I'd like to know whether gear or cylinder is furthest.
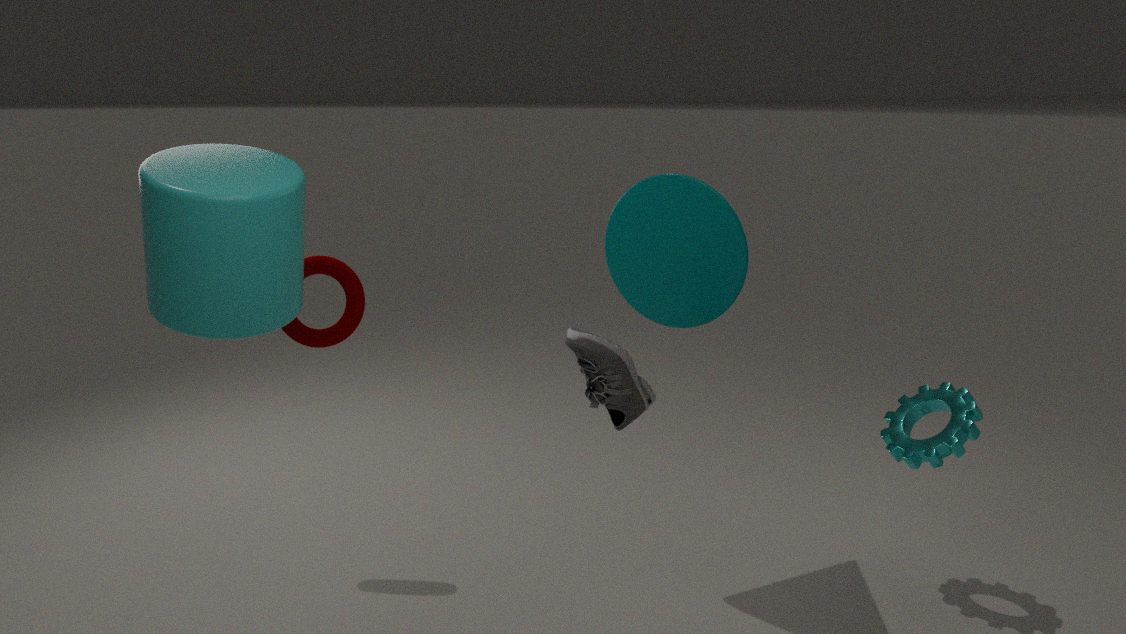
gear
